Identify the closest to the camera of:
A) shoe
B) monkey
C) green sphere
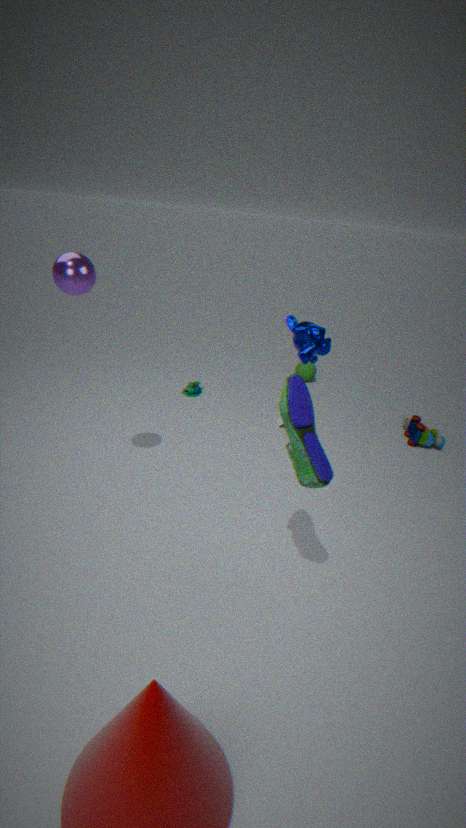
shoe
